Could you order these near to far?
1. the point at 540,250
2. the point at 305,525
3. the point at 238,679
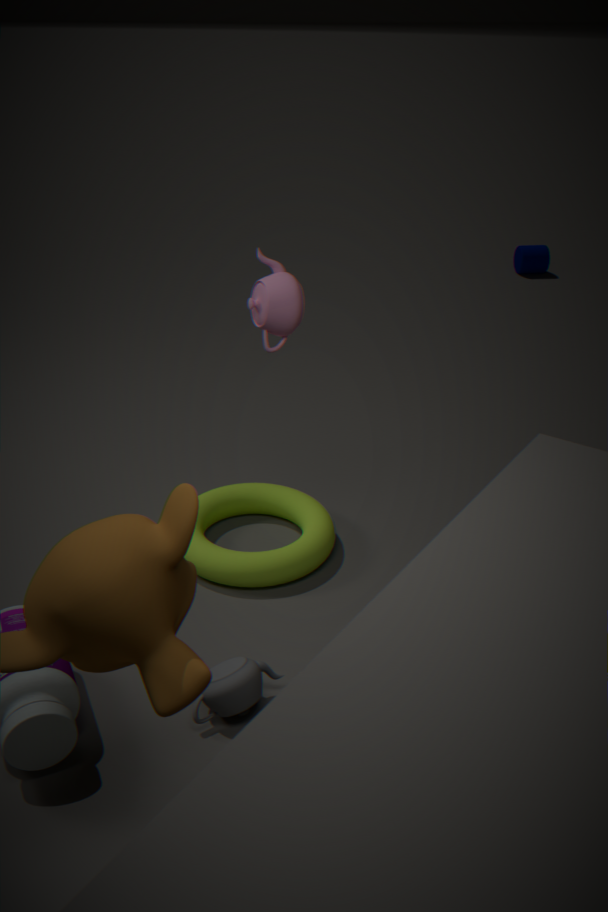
the point at 238,679 < the point at 305,525 < the point at 540,250
